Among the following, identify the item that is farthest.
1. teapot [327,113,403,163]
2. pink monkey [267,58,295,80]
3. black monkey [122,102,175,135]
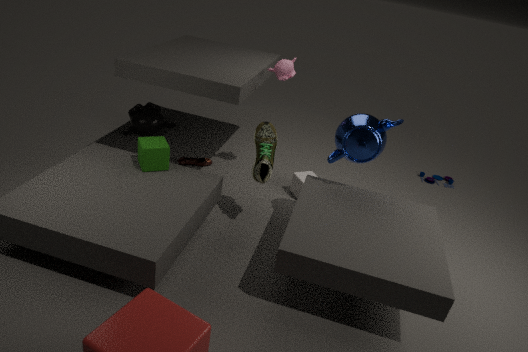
black monkey [122,102,175,135]
